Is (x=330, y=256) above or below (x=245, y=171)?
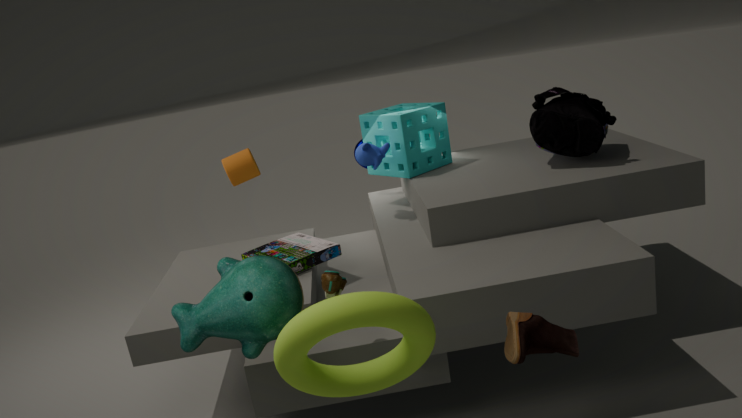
below
